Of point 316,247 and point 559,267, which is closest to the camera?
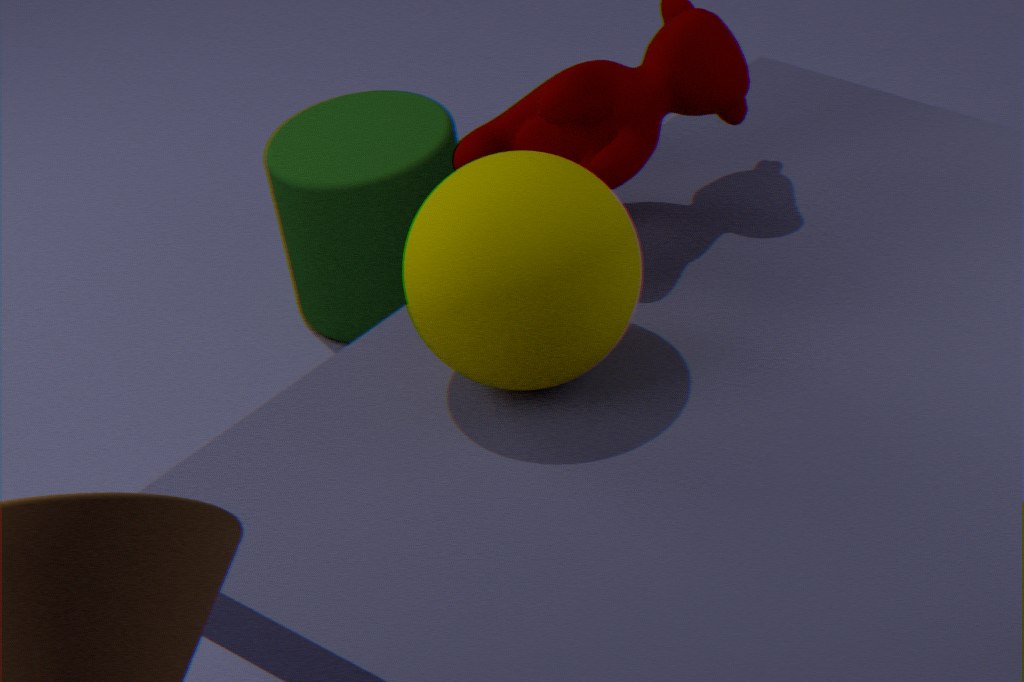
point 559,267
